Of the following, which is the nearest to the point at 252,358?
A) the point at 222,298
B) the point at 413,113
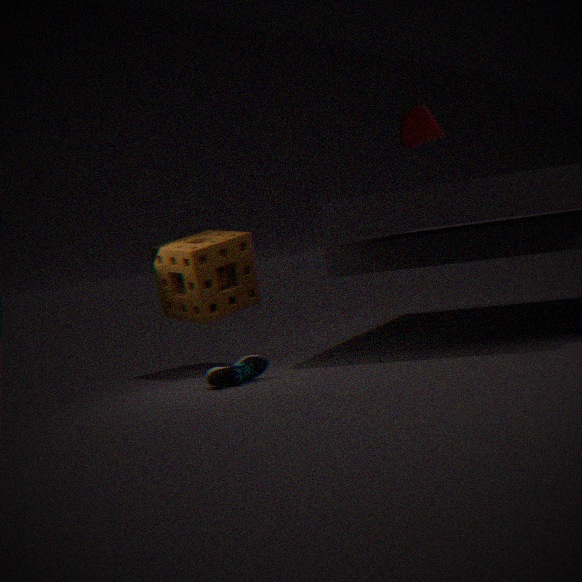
the point at 222,298
